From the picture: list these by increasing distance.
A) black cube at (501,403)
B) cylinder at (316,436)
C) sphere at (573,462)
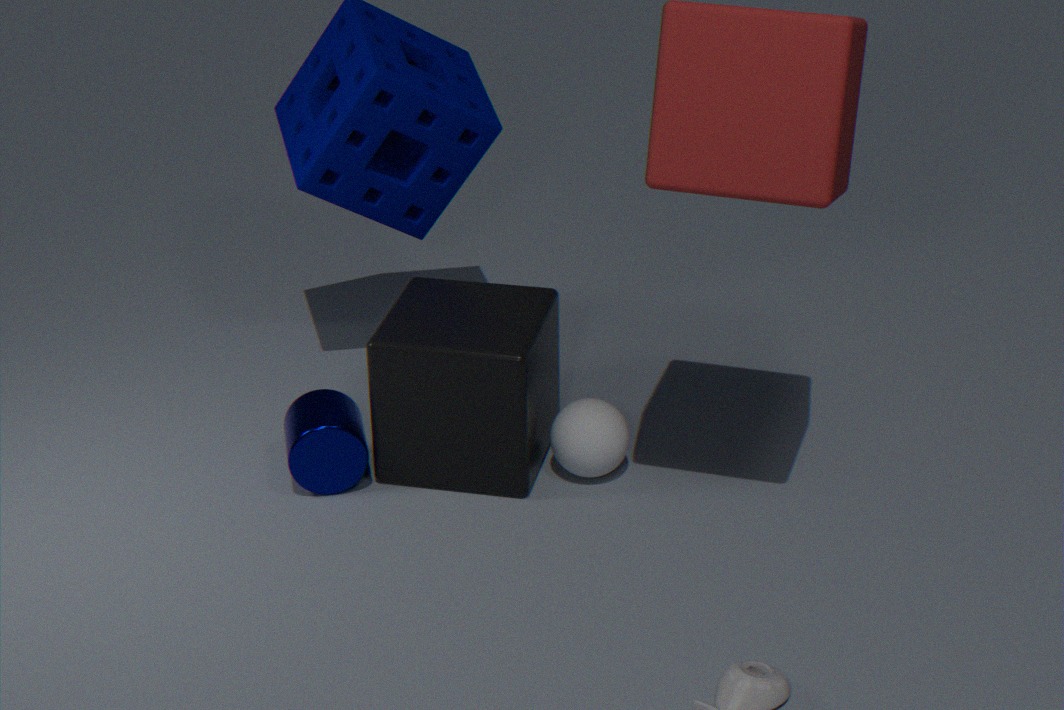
black cube at (501,403) < cylinder at (316,436) < sphere at (573,462)
